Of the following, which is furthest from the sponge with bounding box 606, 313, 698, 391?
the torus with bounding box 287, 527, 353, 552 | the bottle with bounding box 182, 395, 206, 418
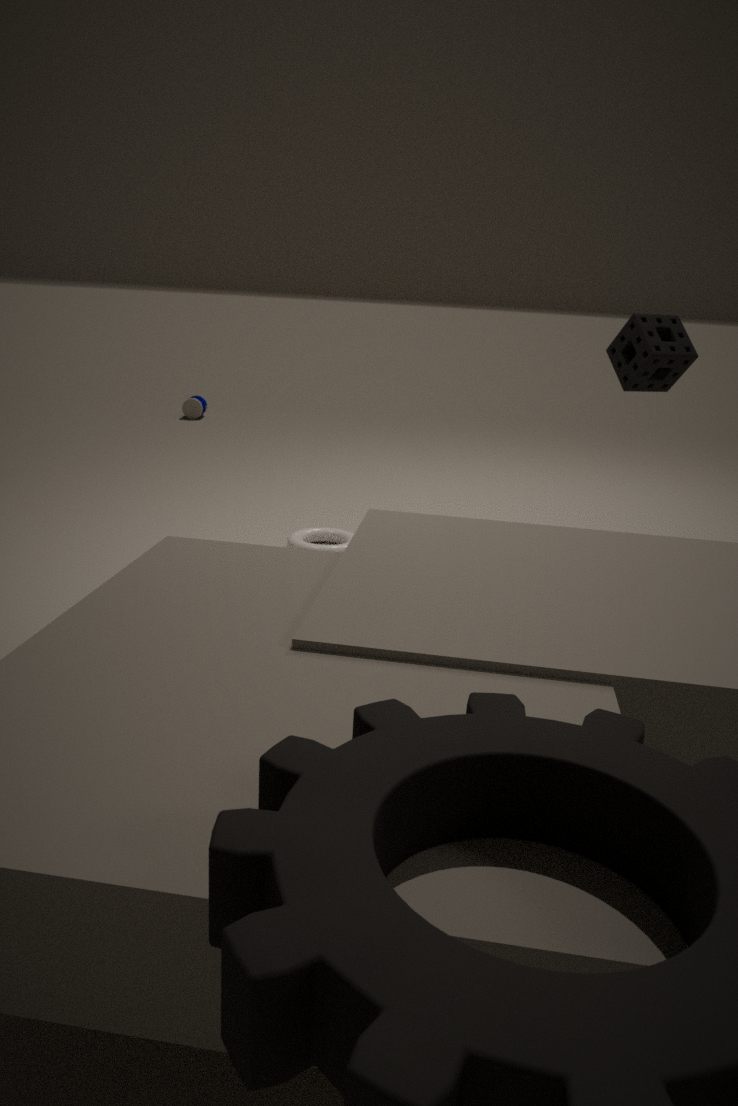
the bottle with bounding box 182, 395, 206, 418
